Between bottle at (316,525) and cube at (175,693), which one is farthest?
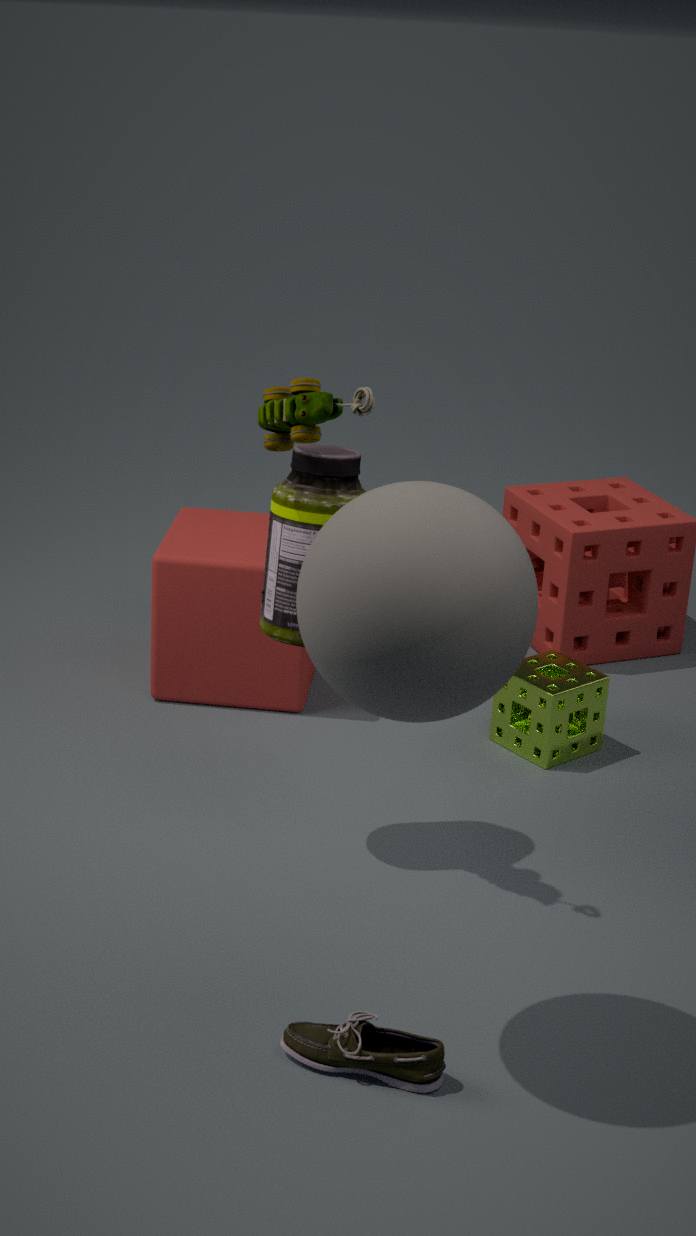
cube at (175,693)
